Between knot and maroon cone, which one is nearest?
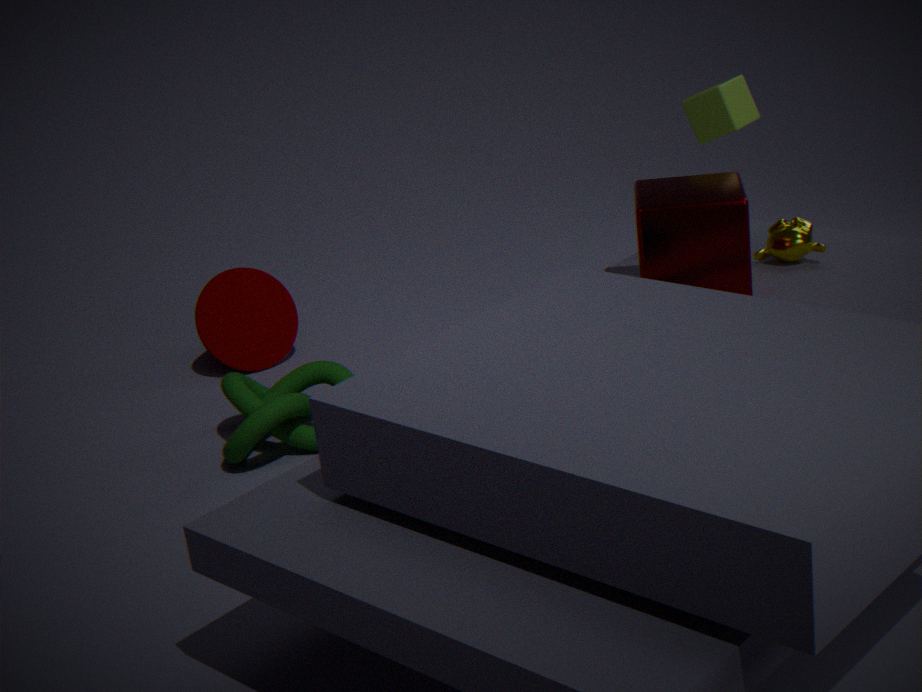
knot
